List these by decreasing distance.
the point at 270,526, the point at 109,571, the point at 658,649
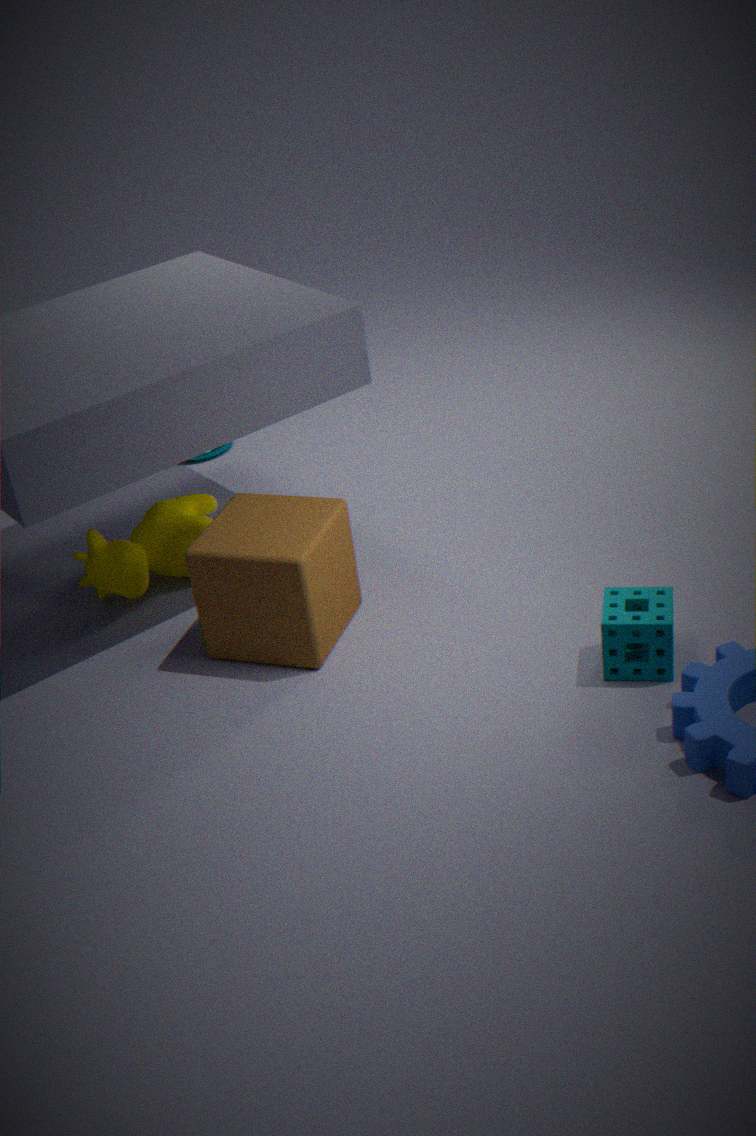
the point at 109,571
the point at 270,526
the point at 658,649
